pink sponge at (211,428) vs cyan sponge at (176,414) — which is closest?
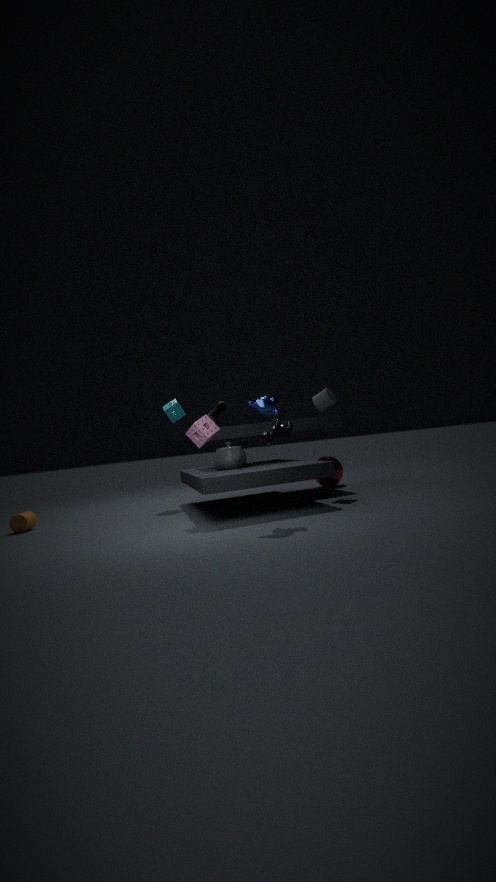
pink sponge at (211,428)
